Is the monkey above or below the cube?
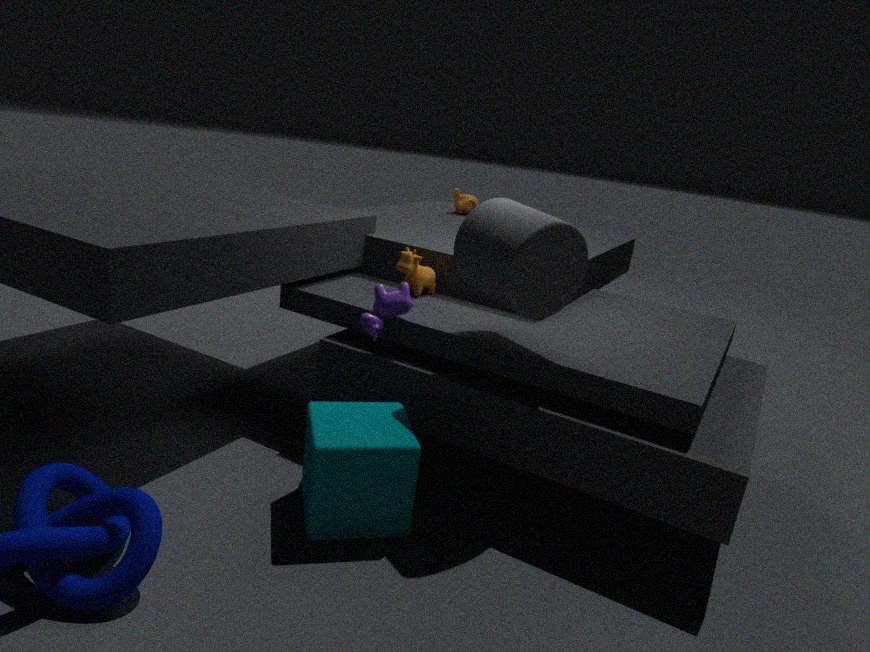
above
